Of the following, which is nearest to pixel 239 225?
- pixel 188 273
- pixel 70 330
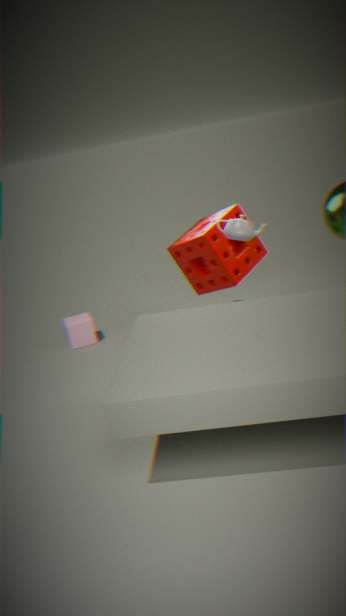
pixel 188 273
